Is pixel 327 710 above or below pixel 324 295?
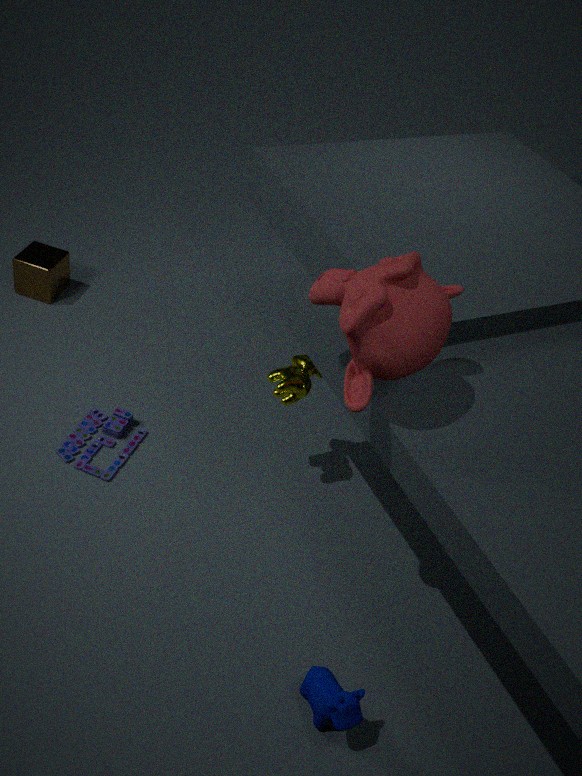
below
